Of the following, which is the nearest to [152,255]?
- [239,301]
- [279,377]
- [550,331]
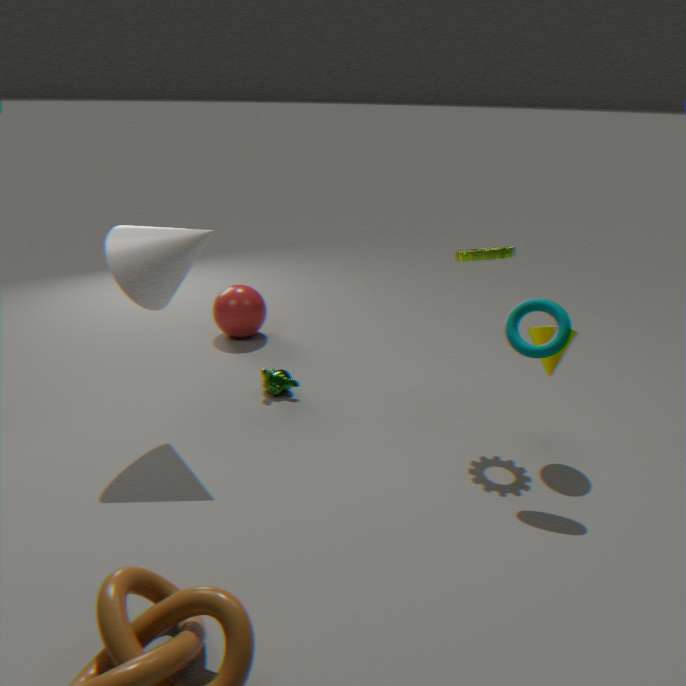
[279,377]
